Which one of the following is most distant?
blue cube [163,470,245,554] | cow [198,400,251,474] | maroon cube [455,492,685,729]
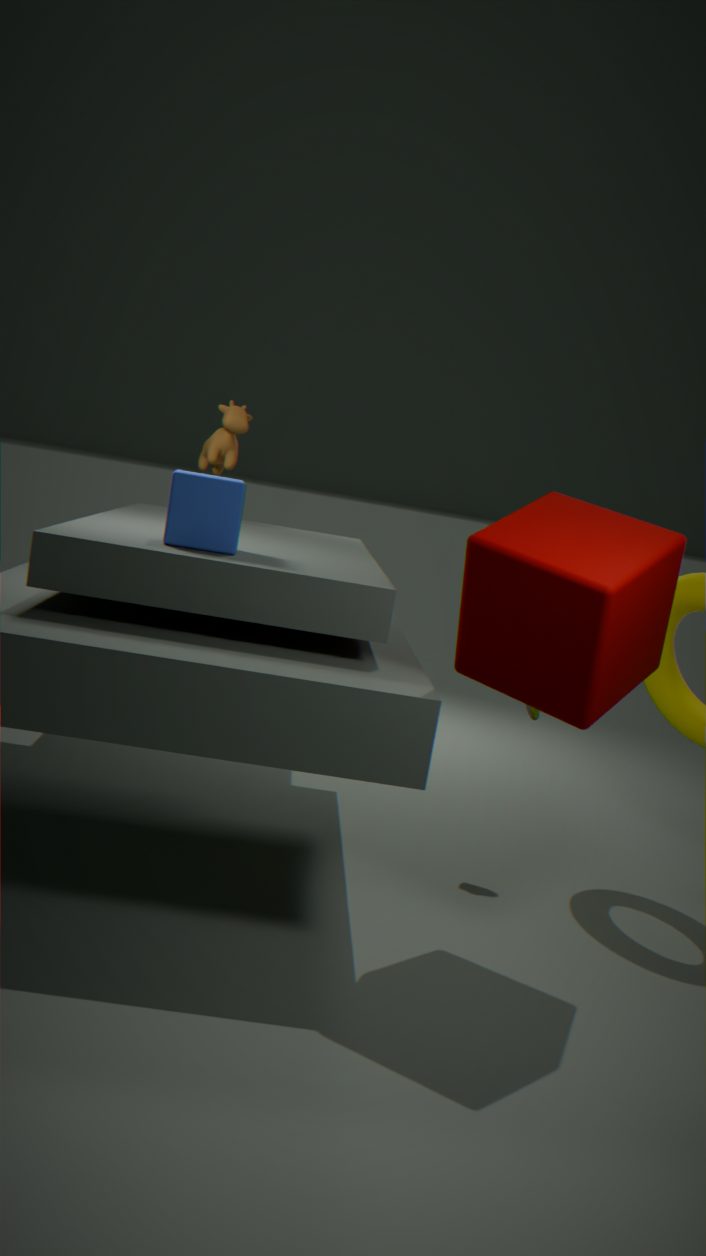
cow [198,400,251,474]
